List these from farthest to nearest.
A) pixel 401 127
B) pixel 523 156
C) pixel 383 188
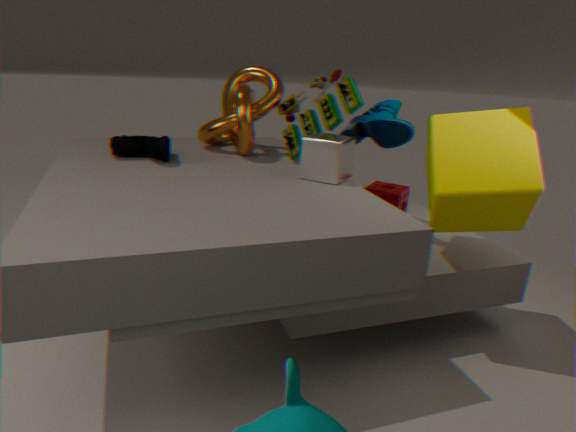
pixel 383 188 → pixel 401 127 → pixel 523 156
